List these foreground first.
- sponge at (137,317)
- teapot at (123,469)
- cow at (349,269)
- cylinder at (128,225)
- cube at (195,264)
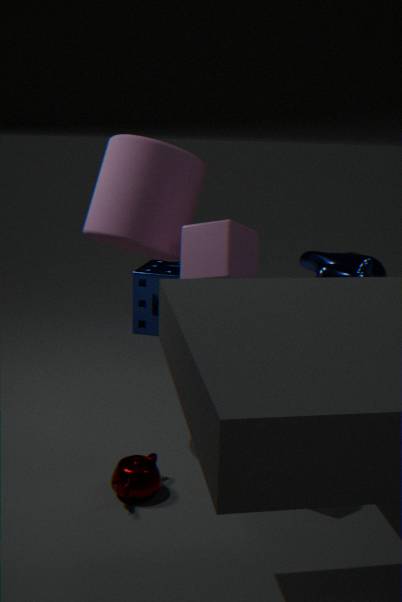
1. cube at (195,264)
2. teapot at (123,469)
3. cow at (349,269)
4. cylinder at (128,225)
5. sponge at (137,317)
